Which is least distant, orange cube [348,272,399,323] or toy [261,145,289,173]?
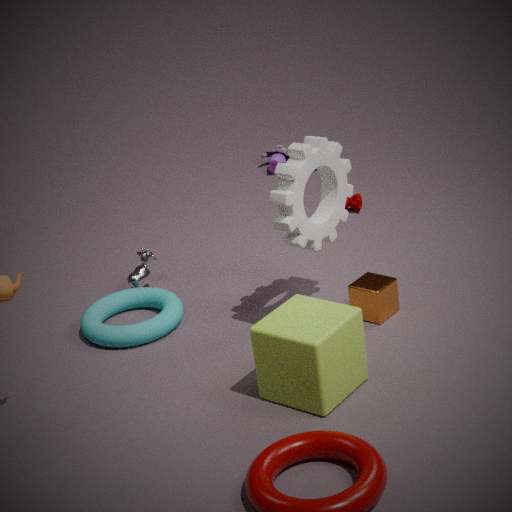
orange cube [348,272,399,323]
